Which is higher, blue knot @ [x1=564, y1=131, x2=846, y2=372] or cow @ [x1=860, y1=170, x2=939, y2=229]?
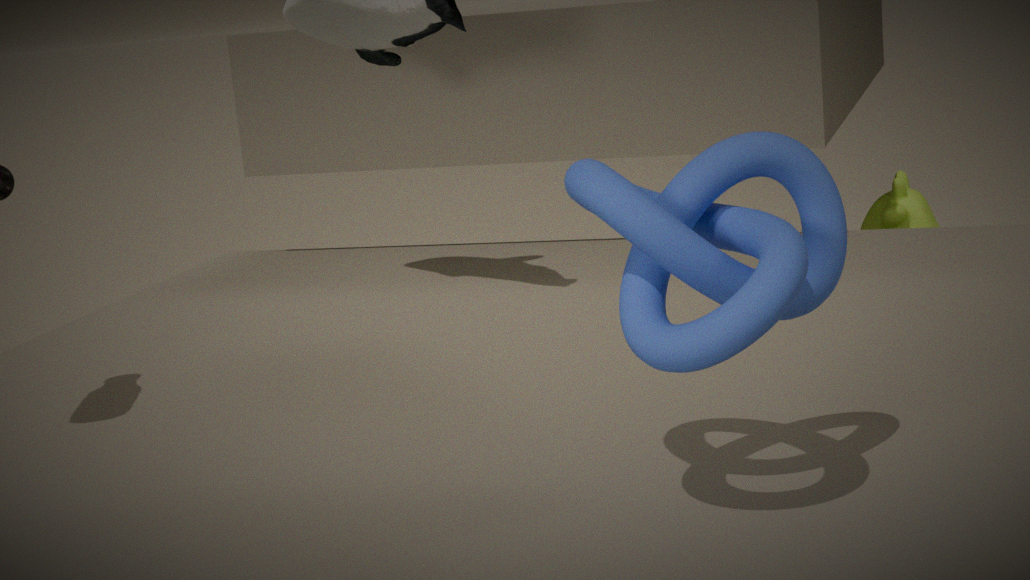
blue knot @ [x1=564, y1=131, x2=846, y2=372]
